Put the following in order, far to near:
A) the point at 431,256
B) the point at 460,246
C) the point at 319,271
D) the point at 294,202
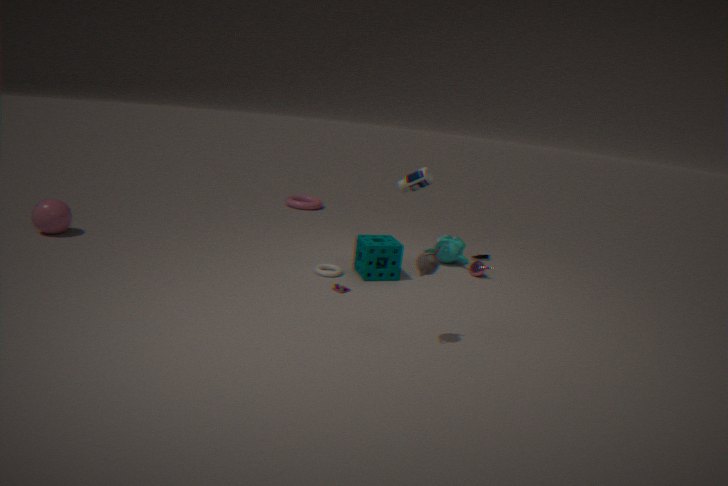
the point at 294,202 → the point at 460,246 → the point at 319,271 → the point at 431,256
